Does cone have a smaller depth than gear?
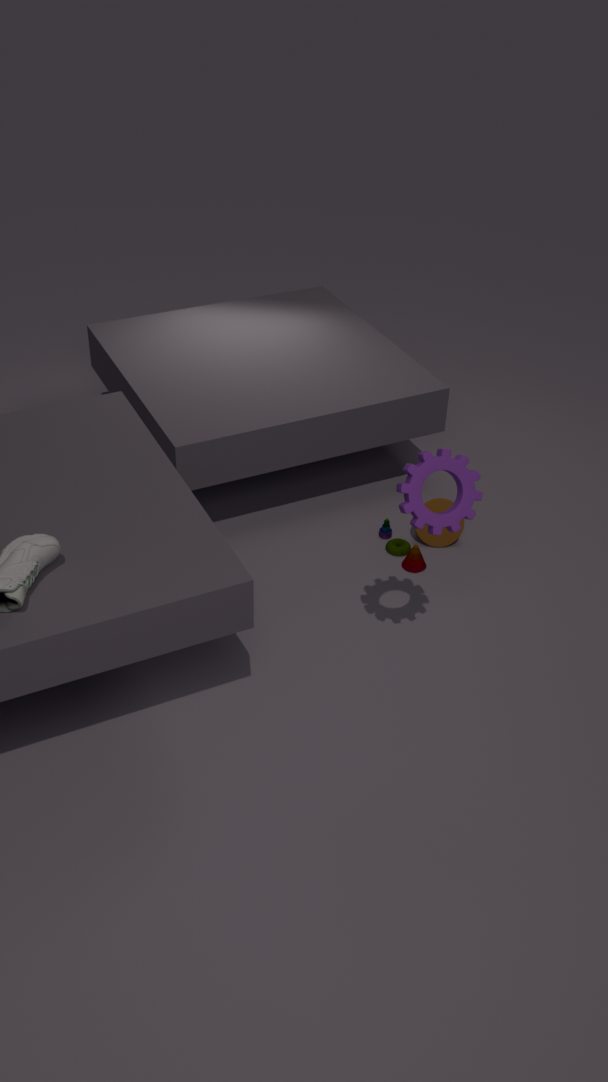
No
